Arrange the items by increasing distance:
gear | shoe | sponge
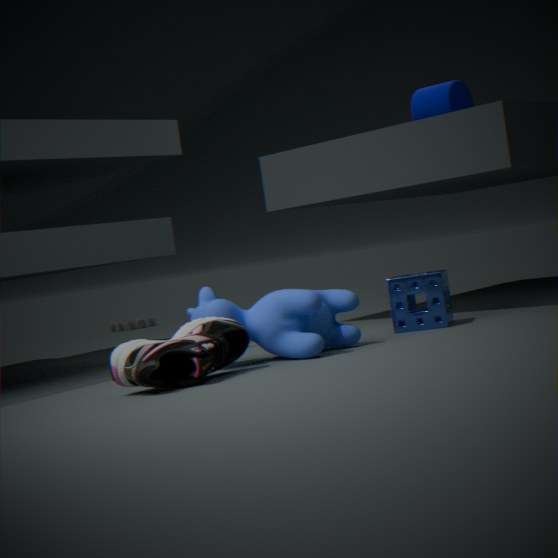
shoe < sponge < gear
